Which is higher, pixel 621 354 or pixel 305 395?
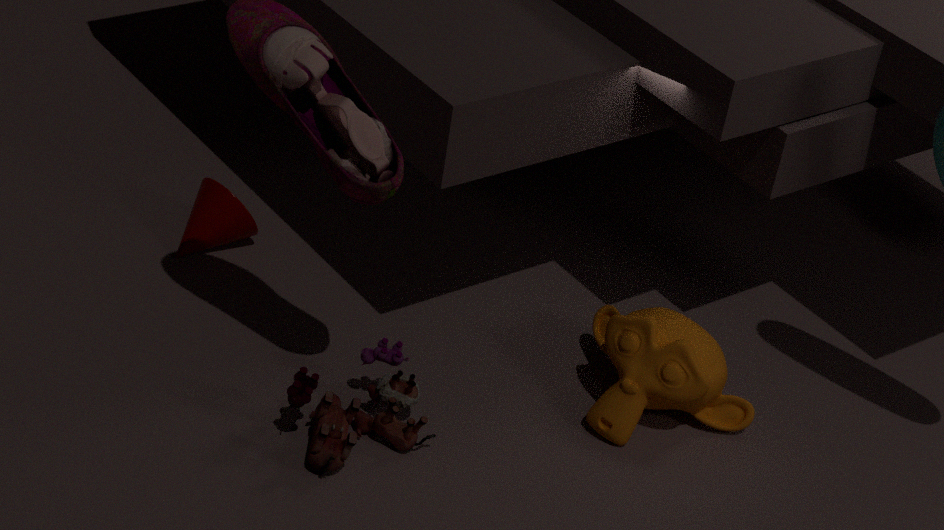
pixel 621 354
